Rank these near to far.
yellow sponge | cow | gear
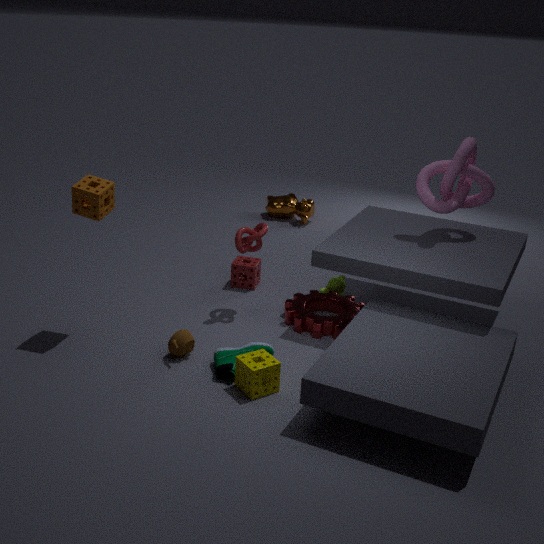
yellow sponge, gear, cow
